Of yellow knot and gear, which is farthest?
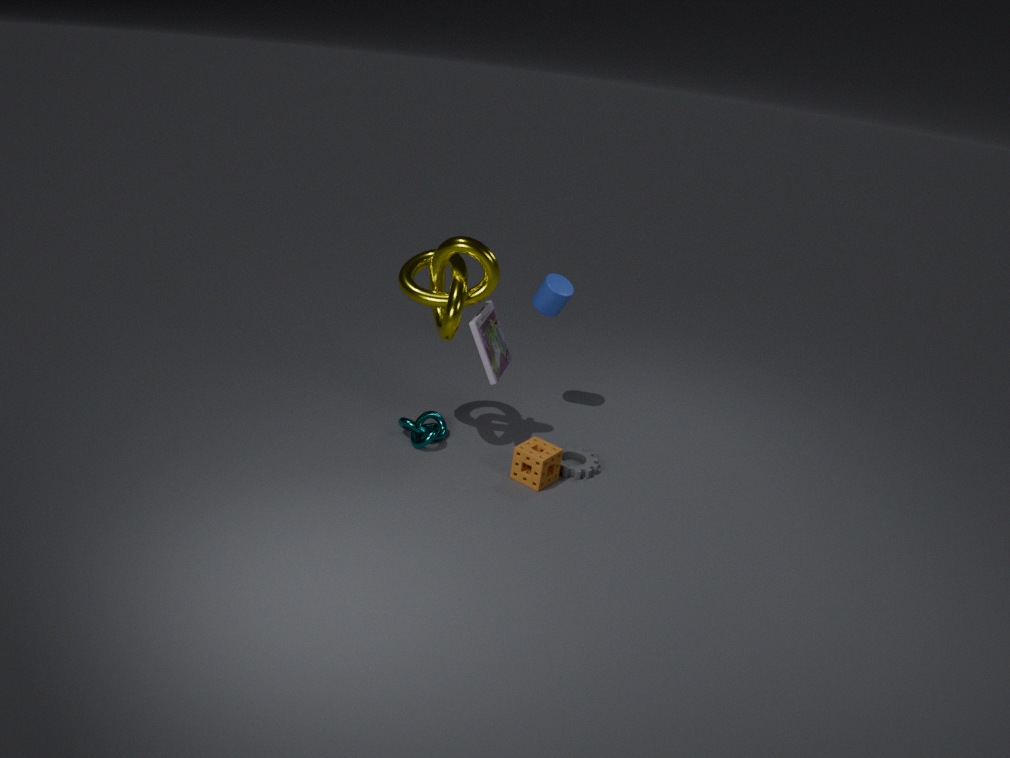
gear
